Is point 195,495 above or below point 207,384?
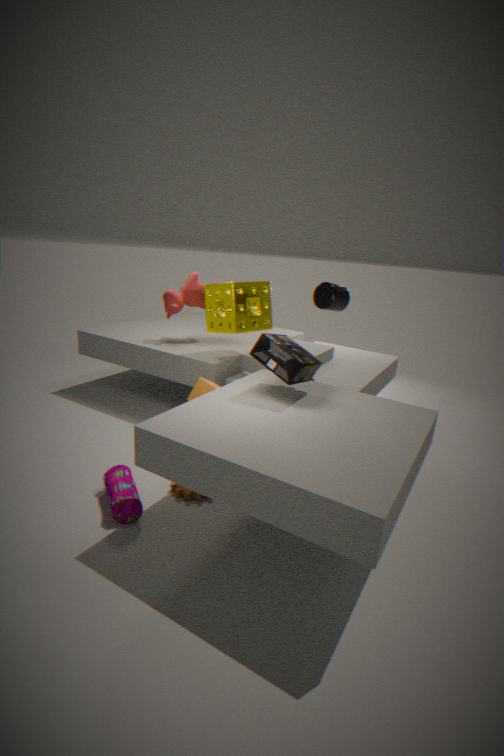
below
